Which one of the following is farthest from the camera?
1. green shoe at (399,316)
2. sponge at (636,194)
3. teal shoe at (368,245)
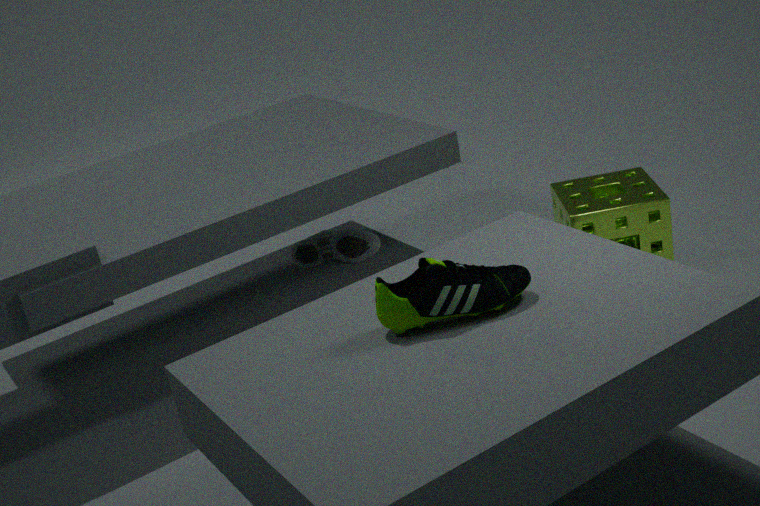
teal shoe at (368,245)
